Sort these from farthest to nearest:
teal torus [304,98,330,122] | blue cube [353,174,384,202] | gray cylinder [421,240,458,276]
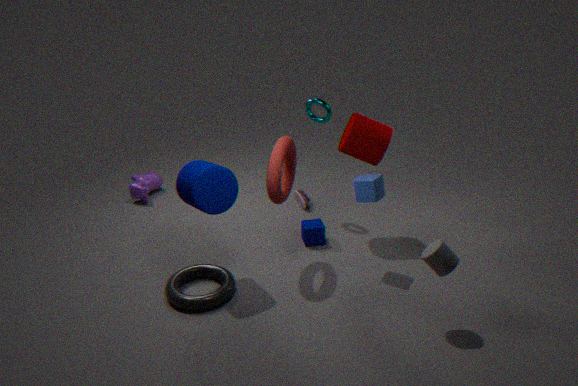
teal torus [304,98,330,122], blue cube [353,174,384,202], gray cylinder [421,240,458,276]
